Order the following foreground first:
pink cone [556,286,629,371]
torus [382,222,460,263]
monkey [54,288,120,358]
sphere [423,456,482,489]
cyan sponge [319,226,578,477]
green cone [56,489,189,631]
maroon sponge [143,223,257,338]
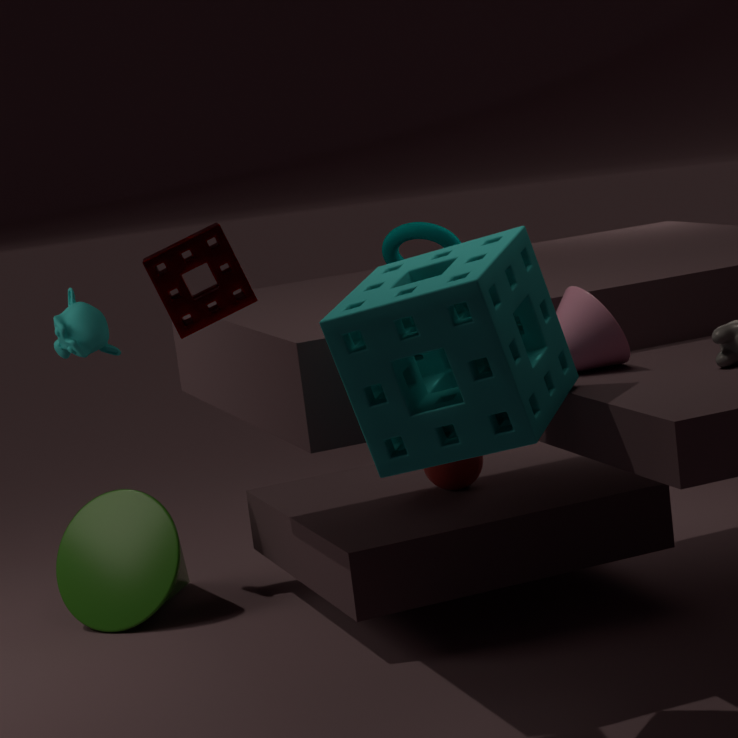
1. cyan sponge [319,226,578,477]
2. maroon sponge [143,223,257,338]
3. pink cone [556,286,629,371]
4. sphere [423,456,482,489]
5. green cone [56,489,189,631]
6. monkey [54,288,120,358]
7. torus [382,222,460,263]
